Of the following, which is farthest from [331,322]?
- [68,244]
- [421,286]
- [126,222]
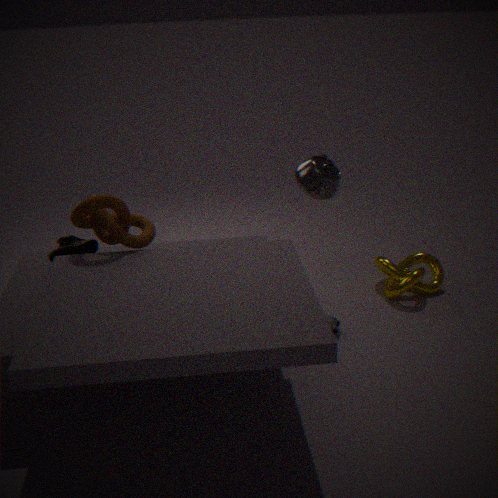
[68,244]
